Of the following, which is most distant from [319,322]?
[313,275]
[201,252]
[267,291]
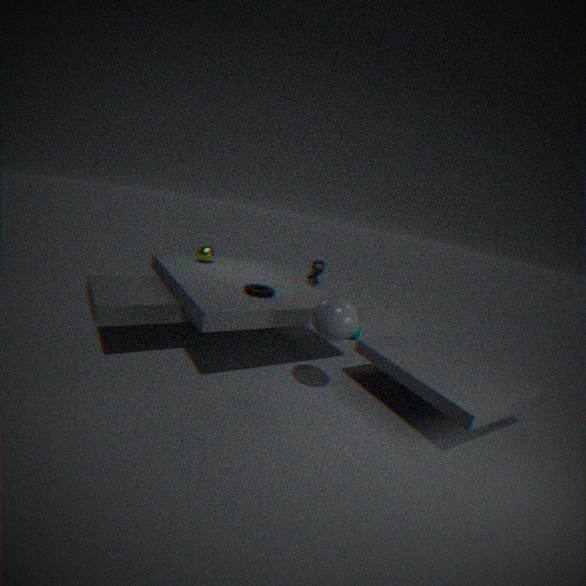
[201,252]
